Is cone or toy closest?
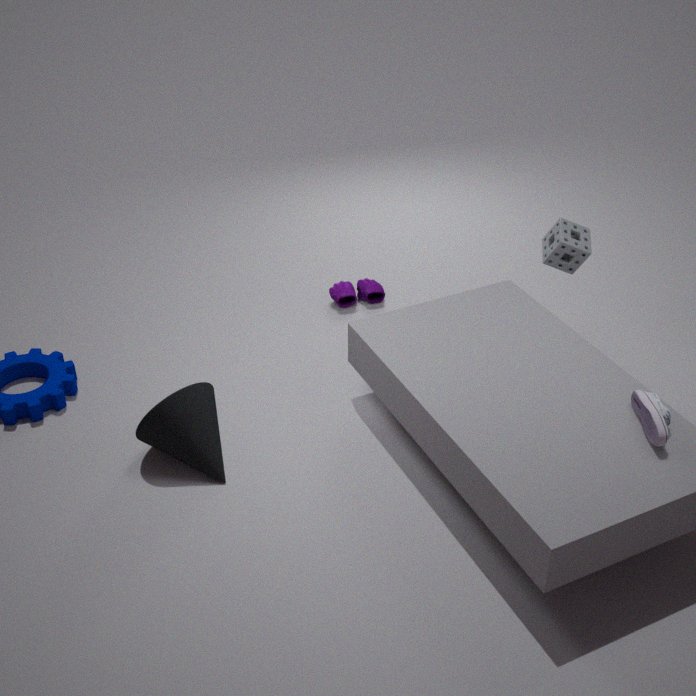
cone
